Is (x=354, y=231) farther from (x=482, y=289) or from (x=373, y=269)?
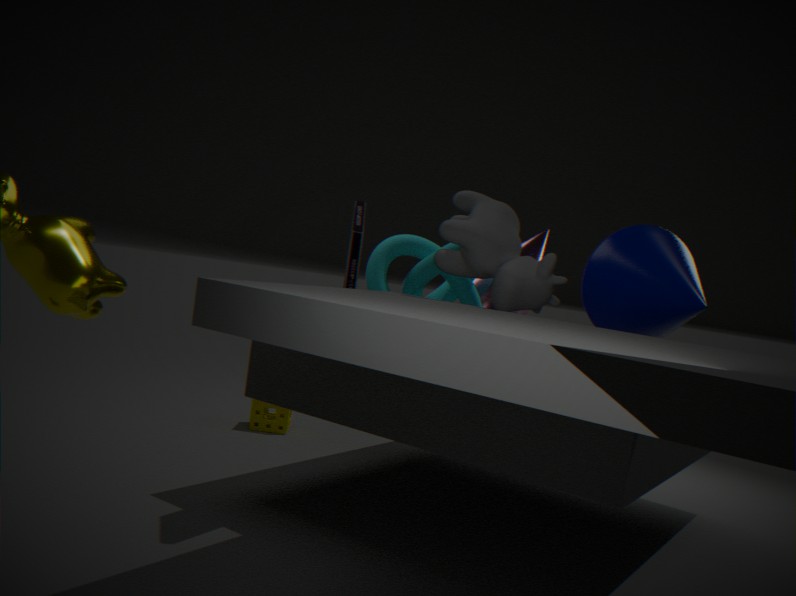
(x=482, y=289)
